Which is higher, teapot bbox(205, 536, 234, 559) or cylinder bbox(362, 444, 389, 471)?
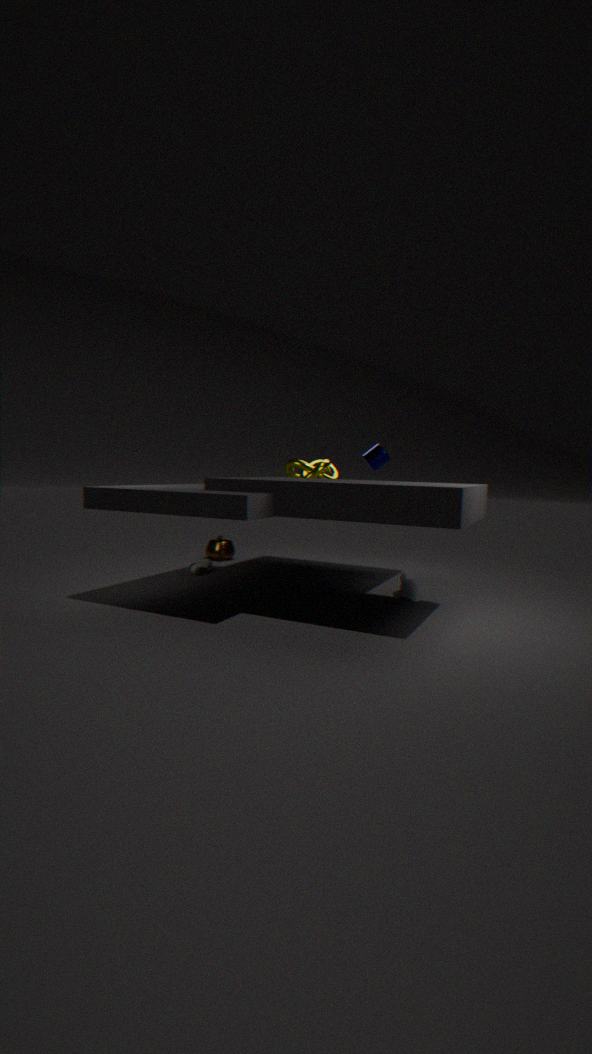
cylinder bbox(362, 444, 389, 471)
